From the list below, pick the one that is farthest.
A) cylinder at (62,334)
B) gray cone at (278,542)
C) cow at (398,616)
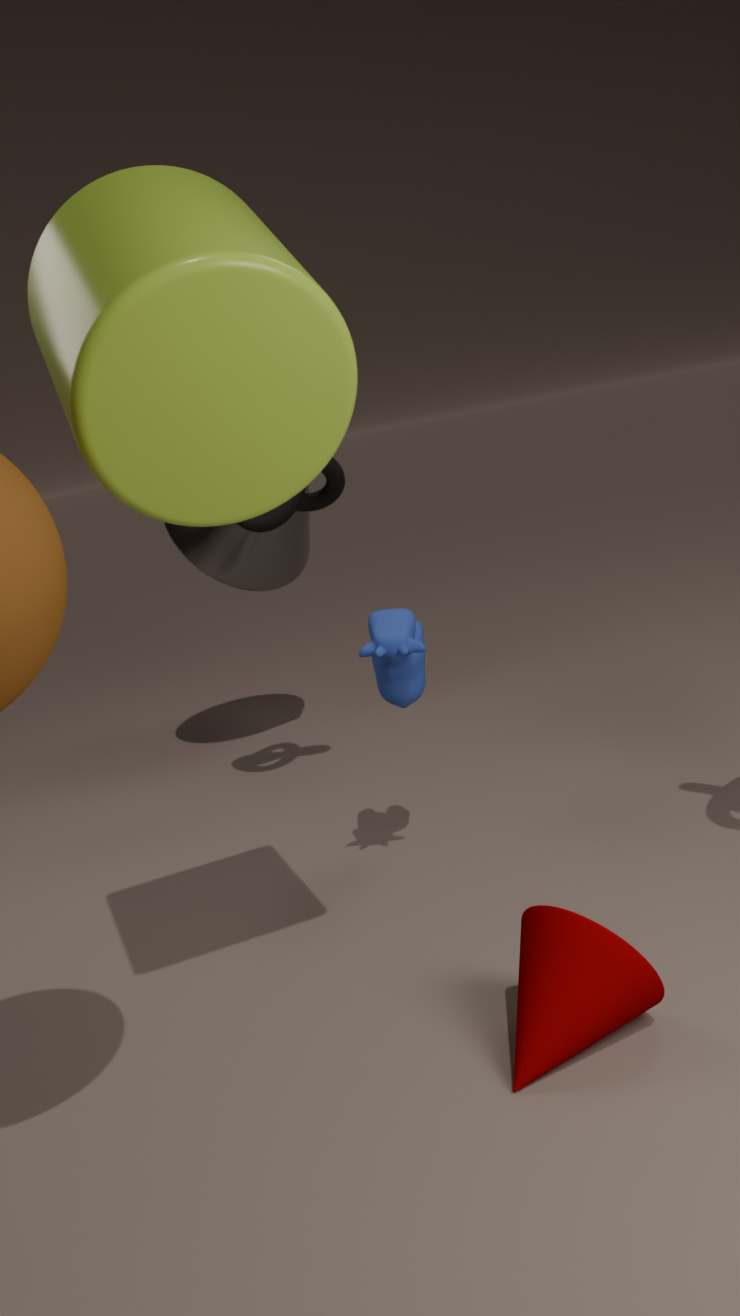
gray cone at (278,542)
